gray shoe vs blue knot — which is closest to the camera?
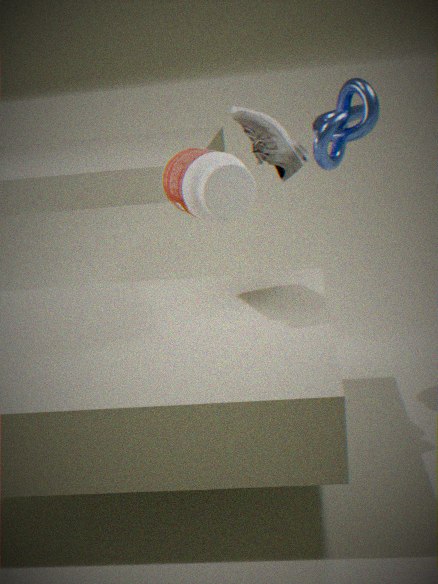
blue knot
